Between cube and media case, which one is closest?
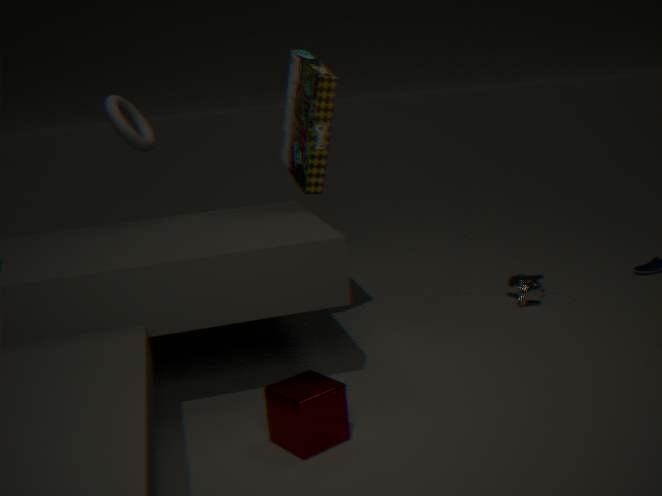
cube
